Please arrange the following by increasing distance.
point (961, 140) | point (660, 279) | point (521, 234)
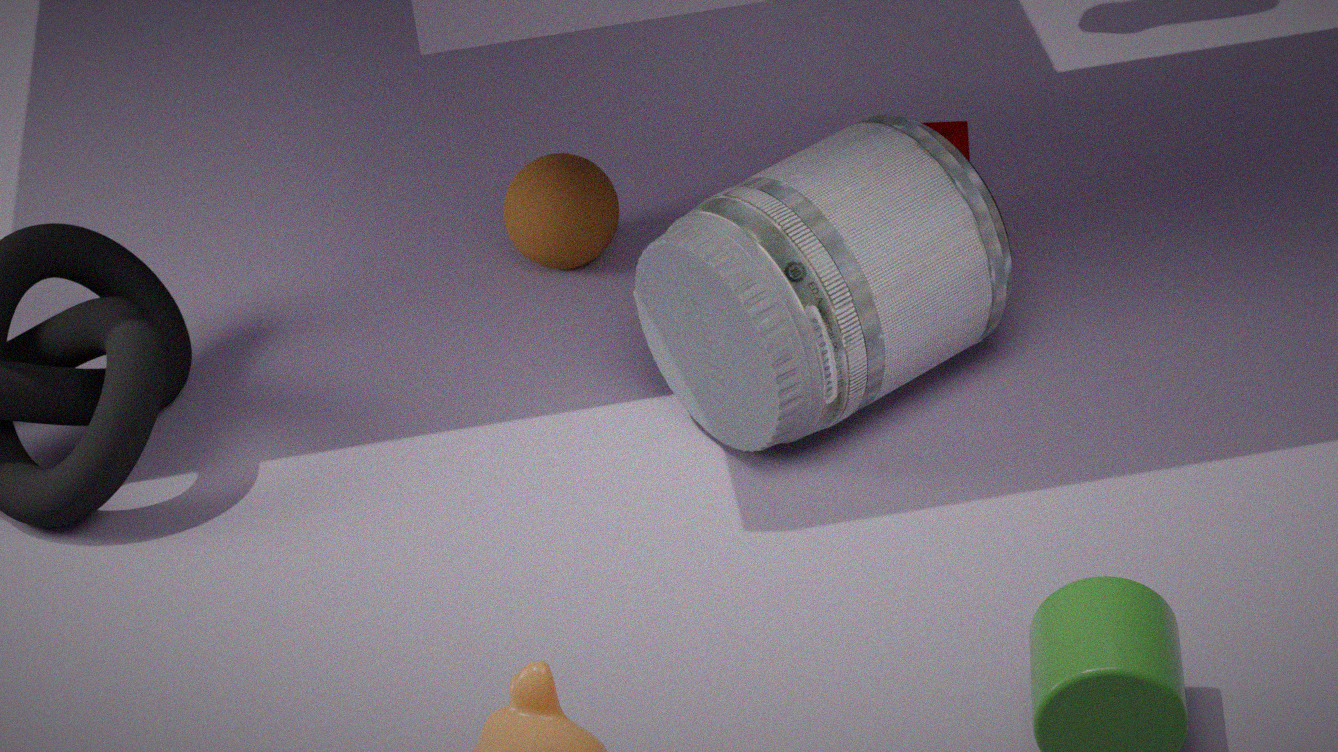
point (660, 279), point (961, 140), point (521, 234)
